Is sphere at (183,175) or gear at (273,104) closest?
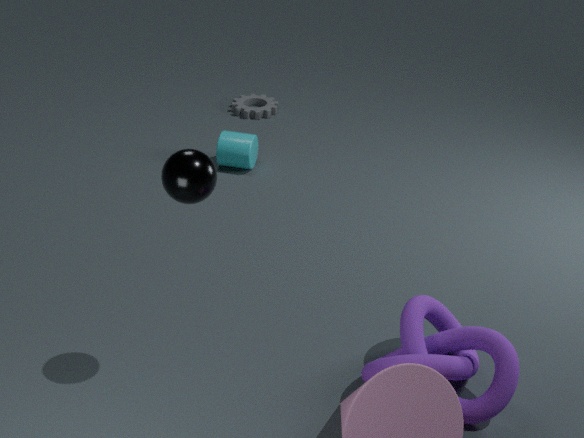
sphere at (183,175)
